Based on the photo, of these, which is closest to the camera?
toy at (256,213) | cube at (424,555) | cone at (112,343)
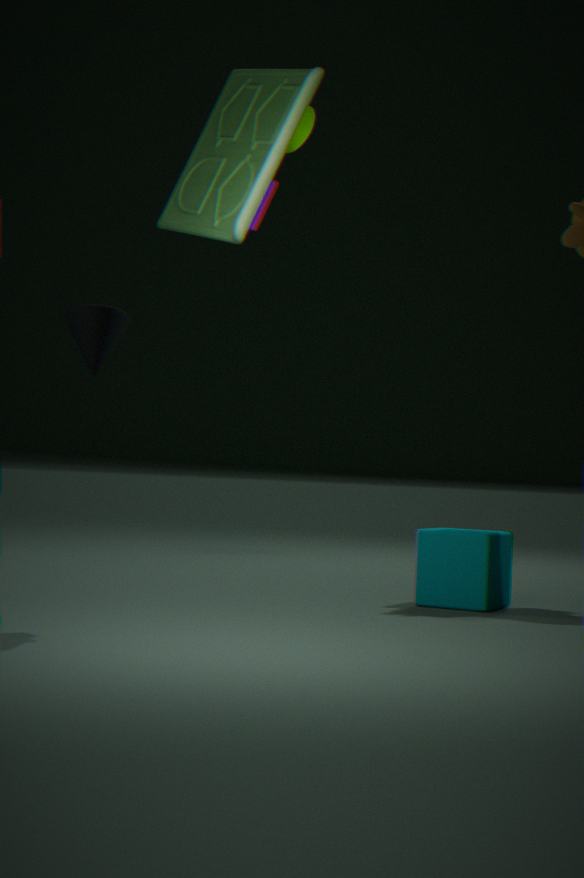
toy at (256,213)
